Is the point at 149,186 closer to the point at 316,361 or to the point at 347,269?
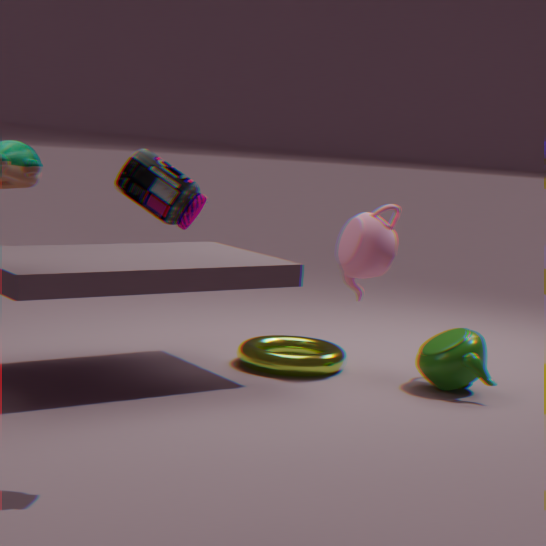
the point at 347,269
